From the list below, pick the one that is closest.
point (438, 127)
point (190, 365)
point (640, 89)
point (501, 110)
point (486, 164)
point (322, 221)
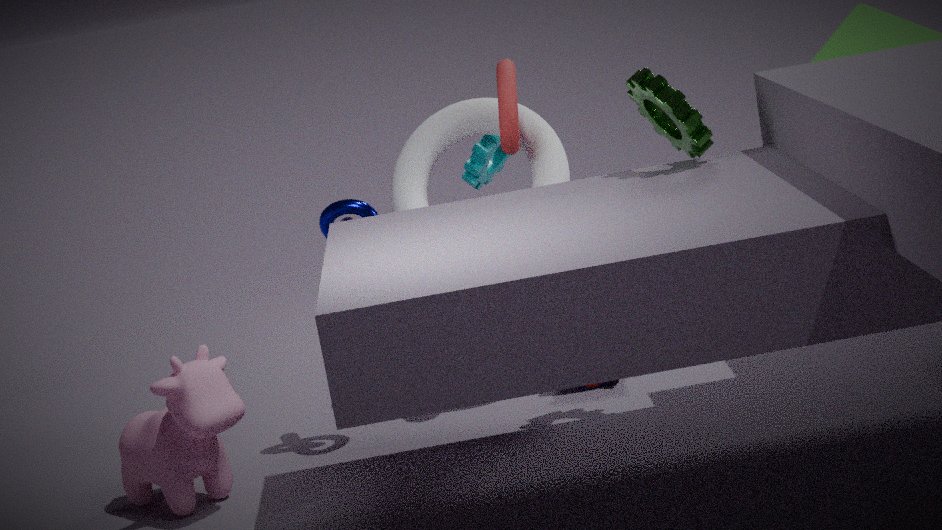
point (640, 89)
